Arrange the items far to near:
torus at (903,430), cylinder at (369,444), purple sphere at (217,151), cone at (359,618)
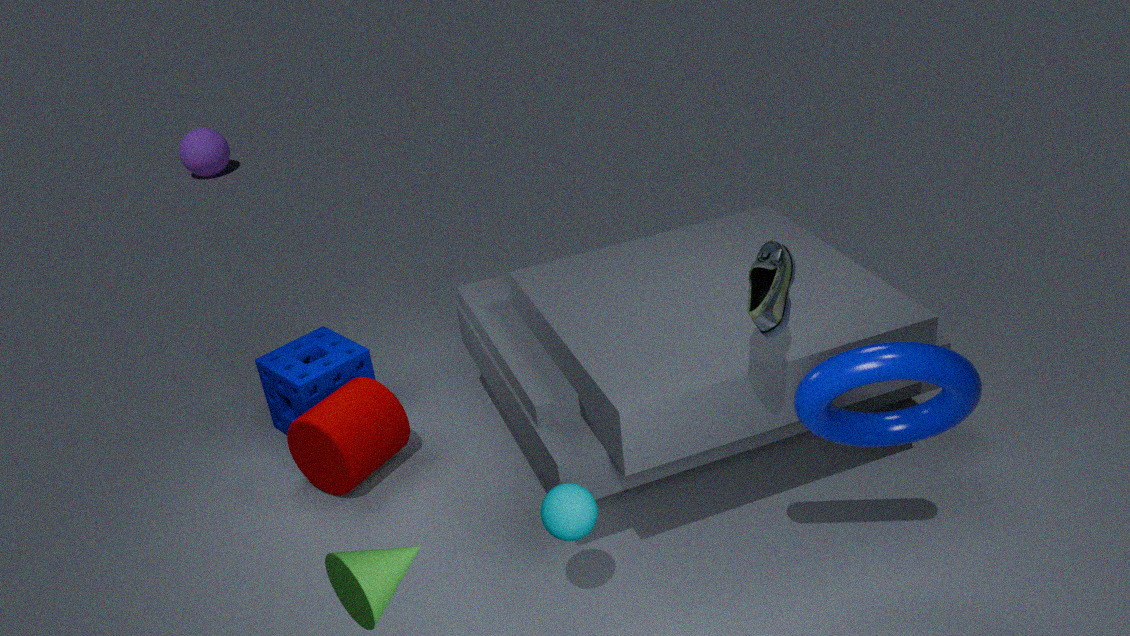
1. purple sphere at (217,151)
2. cylinder at (369,444)
3. torus at (903,430)
4. cone at (359,618)
